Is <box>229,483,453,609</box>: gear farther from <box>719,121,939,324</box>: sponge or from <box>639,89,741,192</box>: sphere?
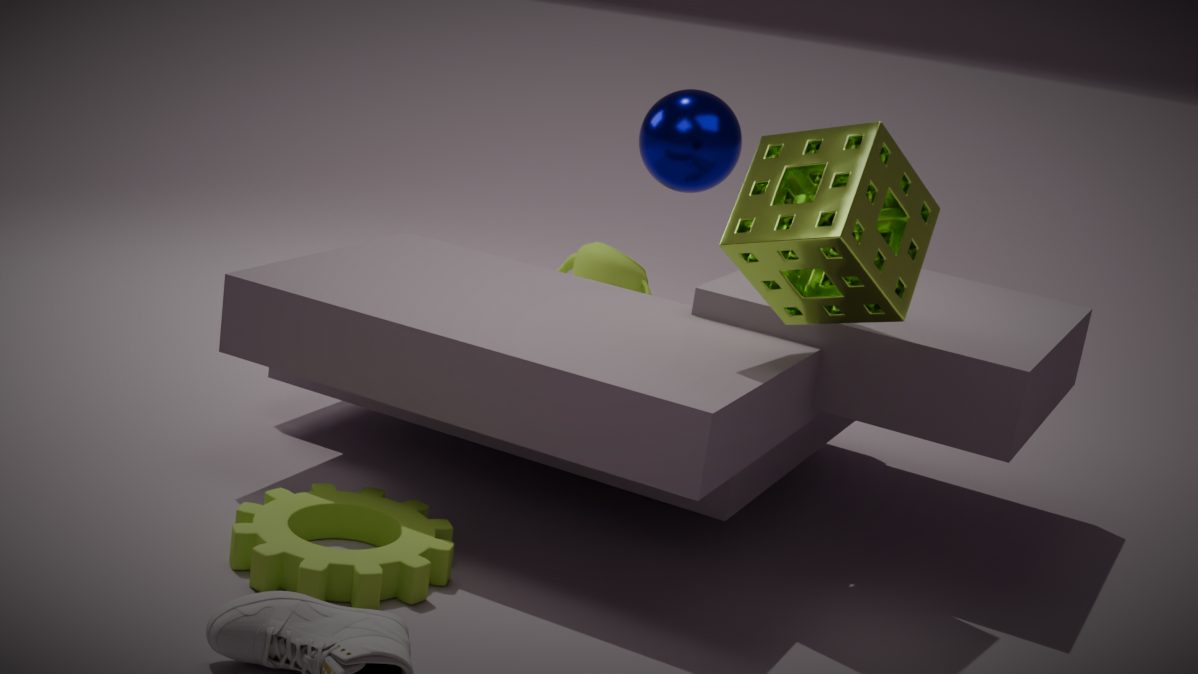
<box>639,89,741,192</box>: sphere
